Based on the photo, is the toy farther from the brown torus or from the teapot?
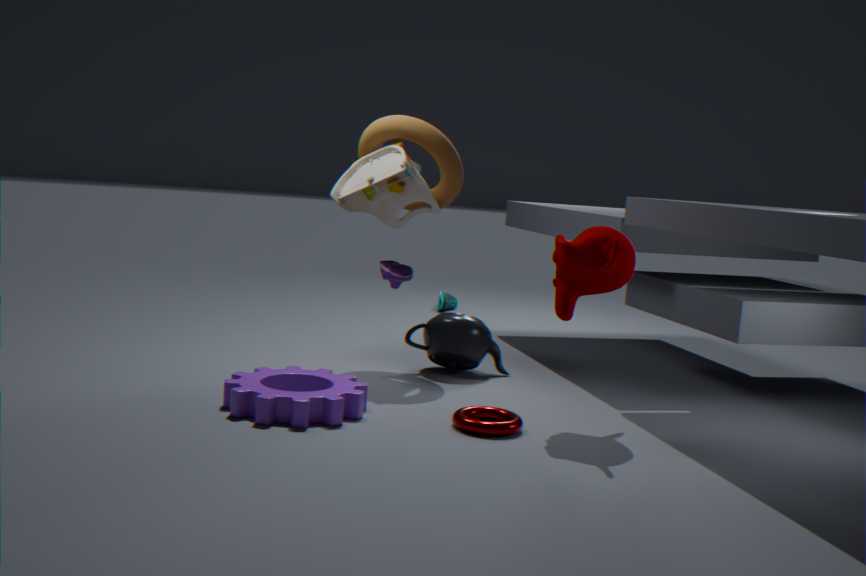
the teapot
